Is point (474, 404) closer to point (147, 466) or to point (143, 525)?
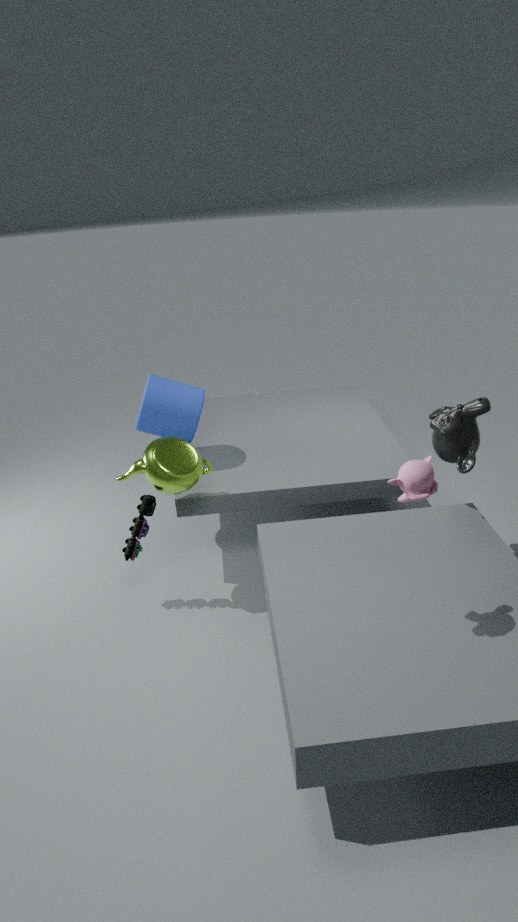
point (147, 466)
